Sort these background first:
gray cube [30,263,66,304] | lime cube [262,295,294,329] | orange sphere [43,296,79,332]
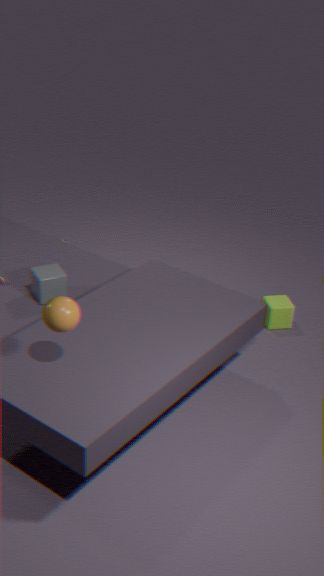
lime cube [262,295,294,329] < gray cube [30,263,66,304] < orange sphere [43,296,79,332]
